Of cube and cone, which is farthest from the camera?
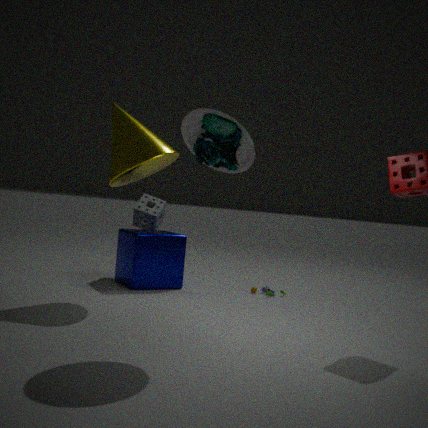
cube
